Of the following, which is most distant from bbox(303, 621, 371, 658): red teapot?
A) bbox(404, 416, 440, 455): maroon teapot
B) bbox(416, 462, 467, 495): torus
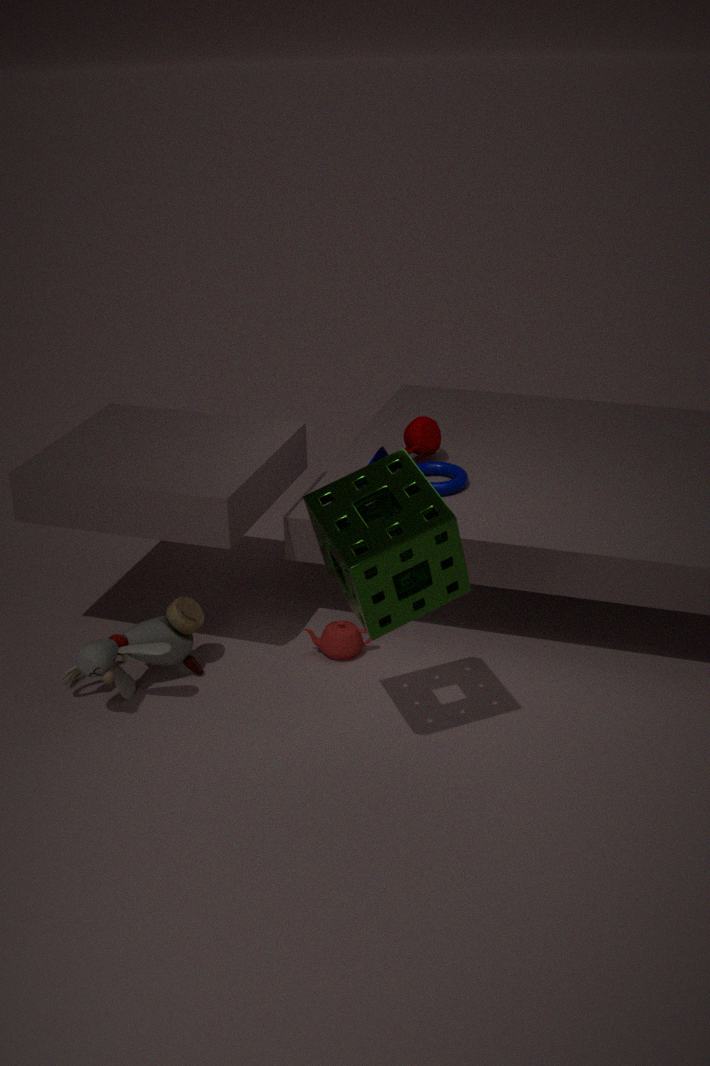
bbox(404, 416, 440, 455): maroon teapot
